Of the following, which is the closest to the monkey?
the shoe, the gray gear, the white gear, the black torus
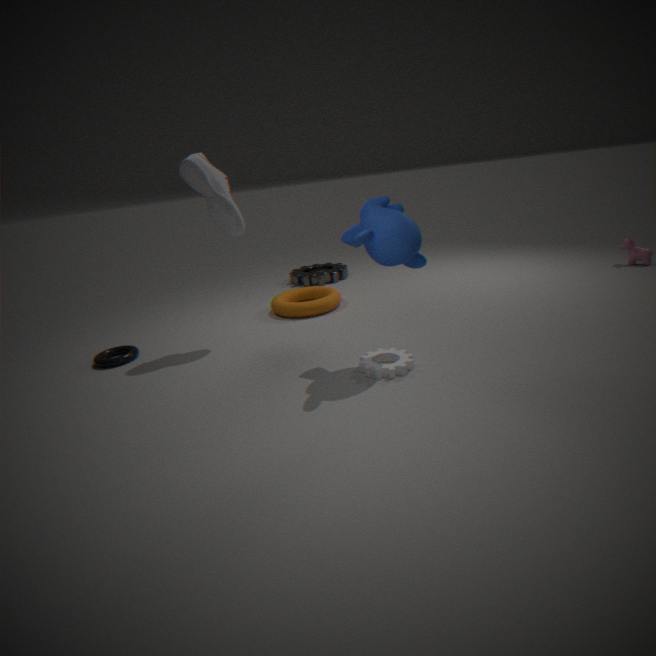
the white gear
